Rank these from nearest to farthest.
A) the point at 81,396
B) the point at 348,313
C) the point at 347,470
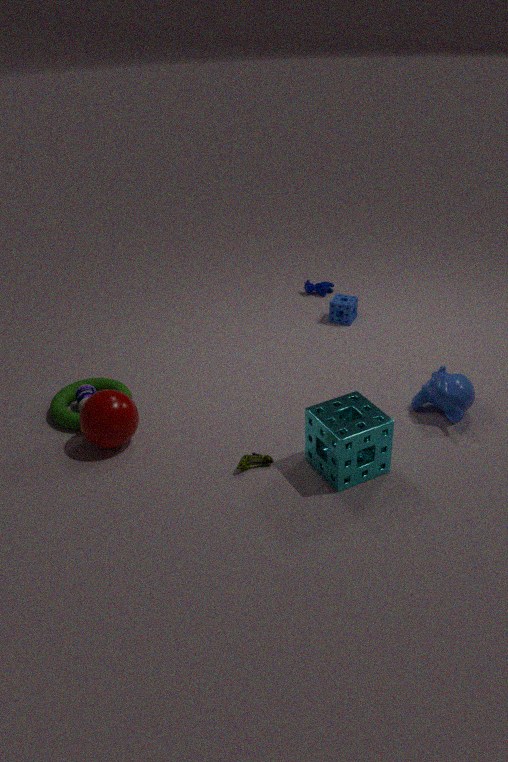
the point at 347,470, the point at 81,396, the point at 348,313
